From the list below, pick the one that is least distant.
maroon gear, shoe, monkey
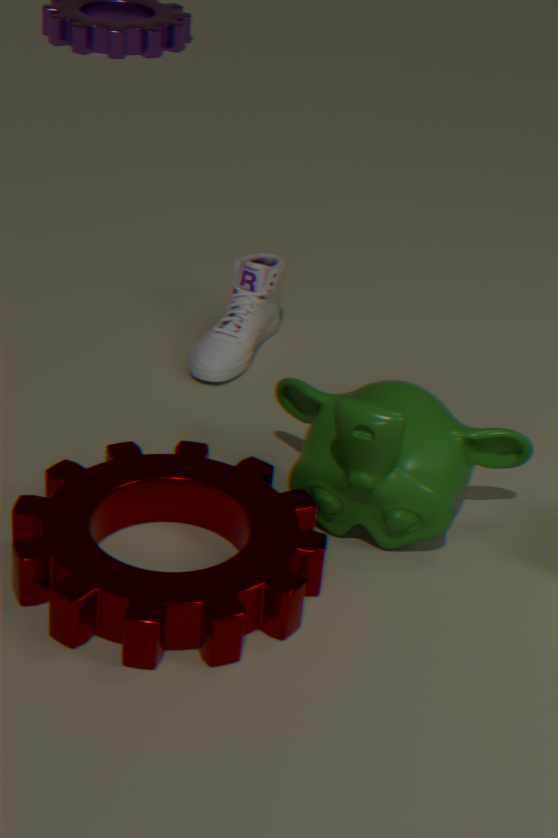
maroon gear
